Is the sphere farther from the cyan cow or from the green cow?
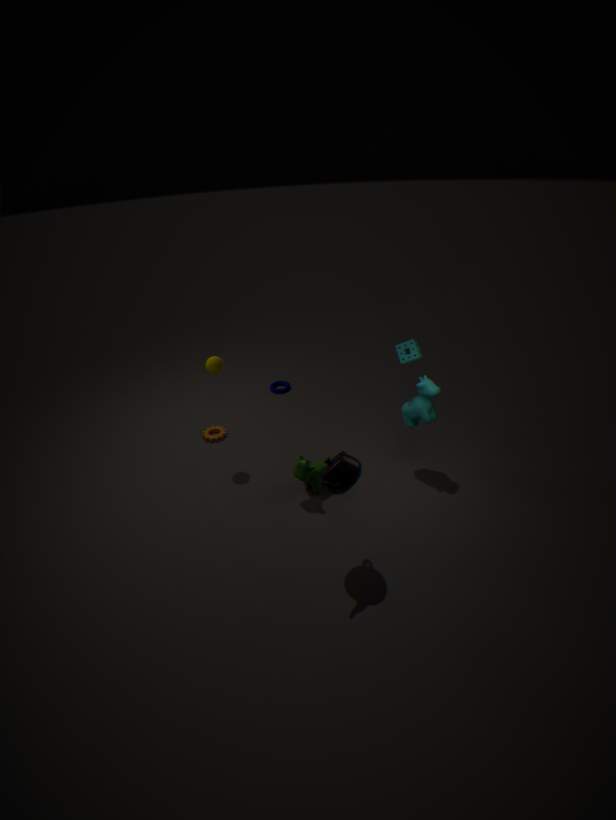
the cyan cow
